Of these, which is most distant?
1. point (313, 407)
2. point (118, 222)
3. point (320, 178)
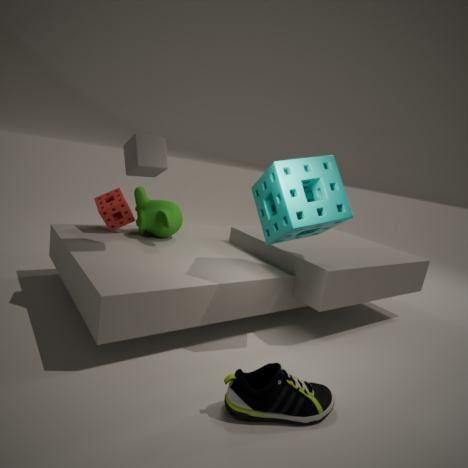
point (118, 222)
